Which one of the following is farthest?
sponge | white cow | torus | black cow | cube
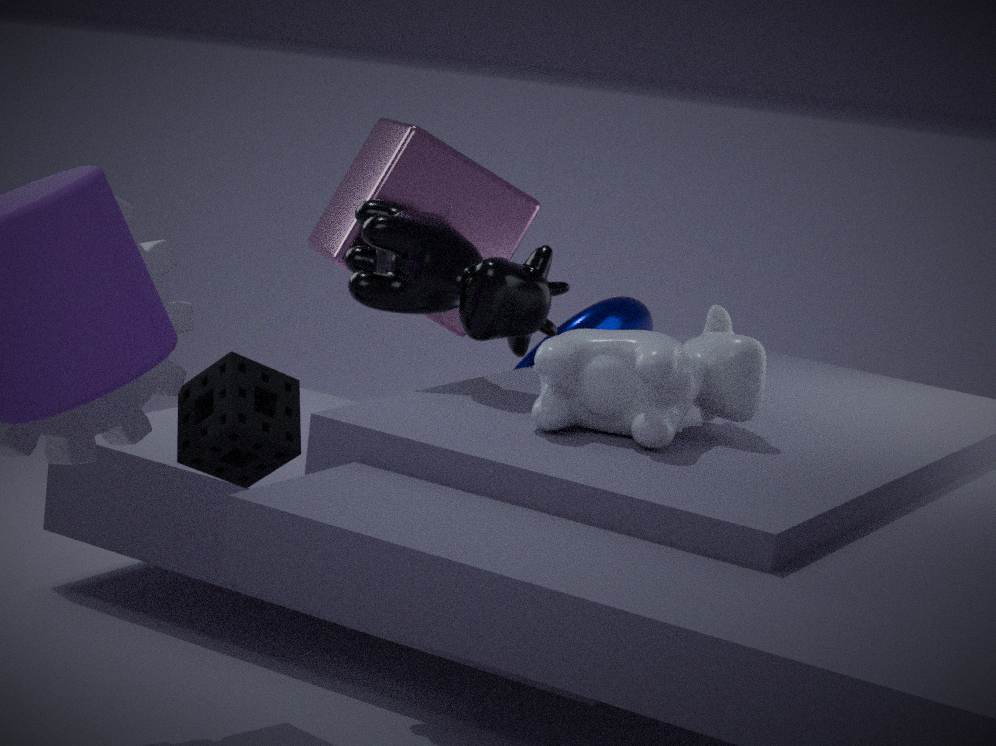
torus
